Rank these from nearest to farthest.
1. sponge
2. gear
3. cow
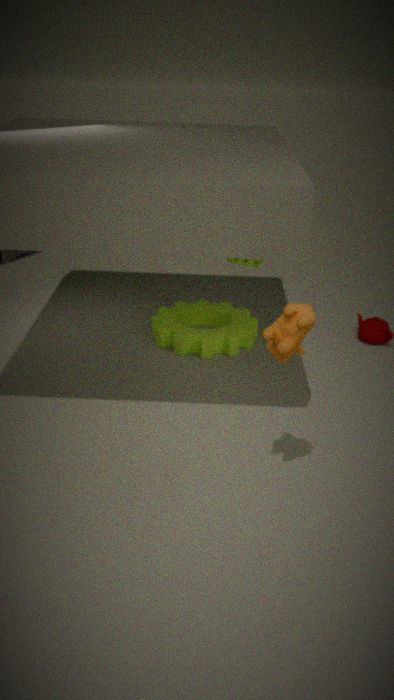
cow, sponge, gear
